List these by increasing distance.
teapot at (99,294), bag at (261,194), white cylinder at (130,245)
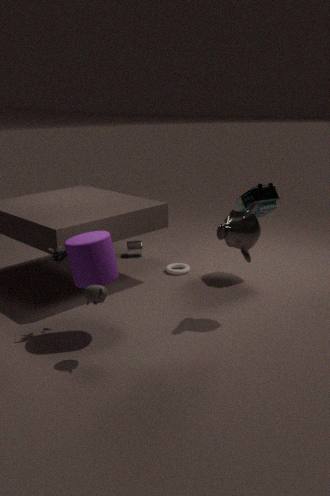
teapot at (99,294) → bag at (261,194) → white cylinder at (130,245)
